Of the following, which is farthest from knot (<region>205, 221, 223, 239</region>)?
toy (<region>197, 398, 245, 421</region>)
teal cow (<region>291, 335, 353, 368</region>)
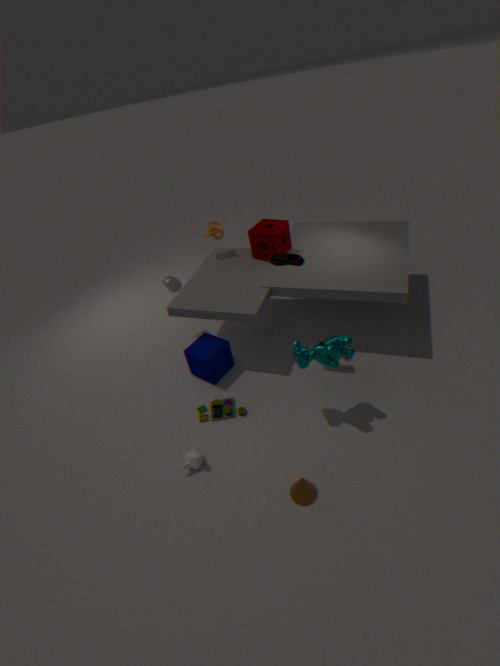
toy (<region>197, 398, 245, 421</region>)
